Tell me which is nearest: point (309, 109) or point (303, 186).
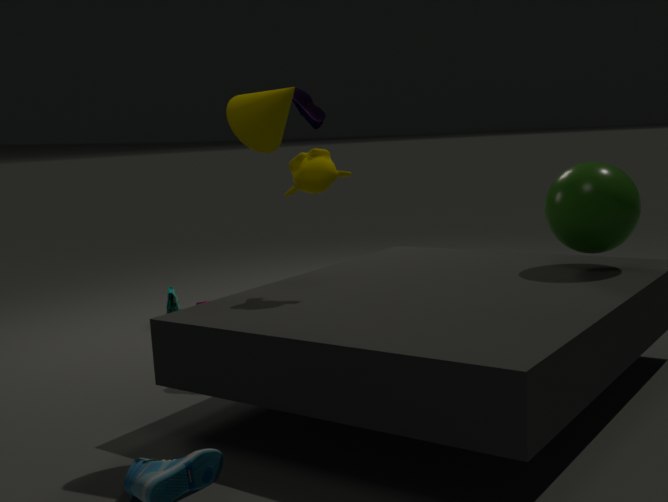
point (303, 186)
